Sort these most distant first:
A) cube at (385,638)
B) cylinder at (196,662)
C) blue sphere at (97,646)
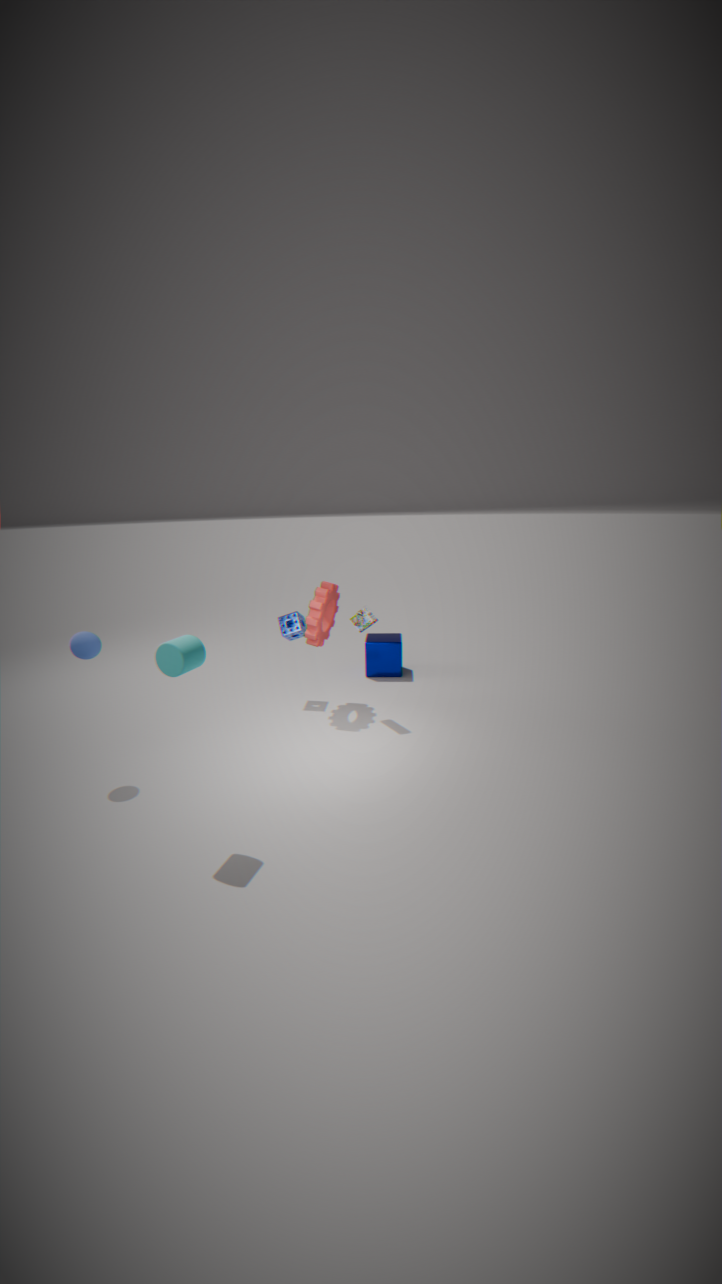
1. cube at (385,638)
2. blue sphere at (97,646)
3. cylinder at (196,662)
